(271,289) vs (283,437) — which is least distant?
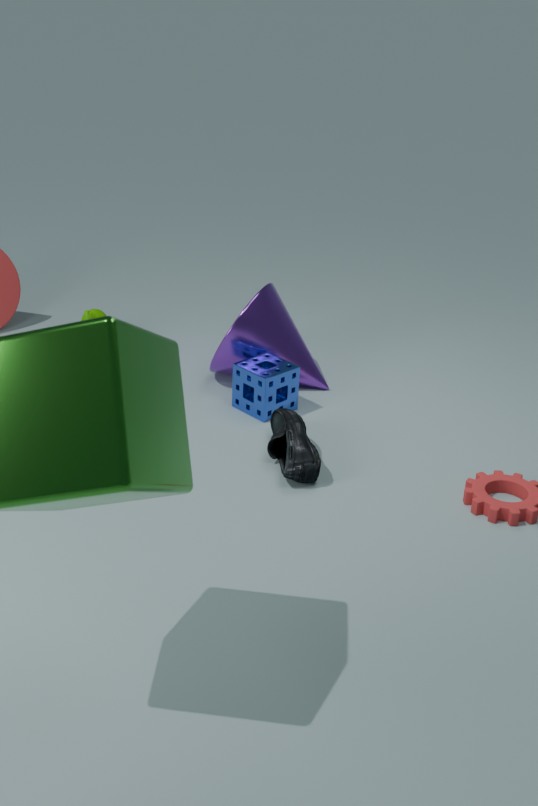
(283,437)
